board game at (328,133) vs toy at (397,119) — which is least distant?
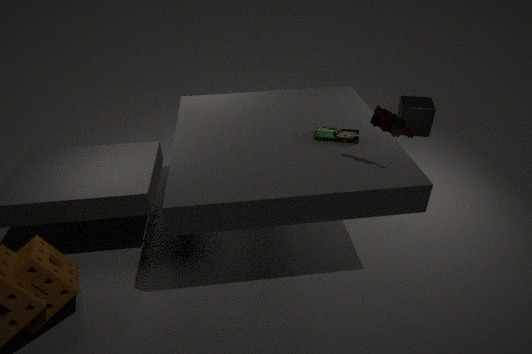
toy at (397,119)
